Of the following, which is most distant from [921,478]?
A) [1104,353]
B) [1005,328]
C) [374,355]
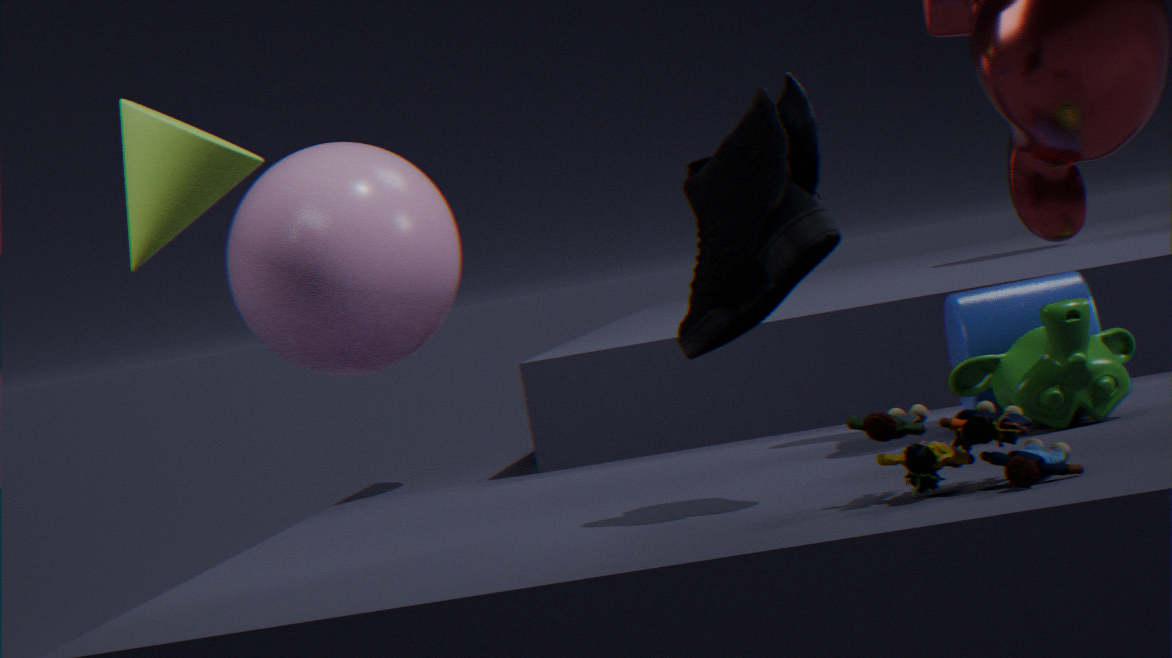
[374,355]
